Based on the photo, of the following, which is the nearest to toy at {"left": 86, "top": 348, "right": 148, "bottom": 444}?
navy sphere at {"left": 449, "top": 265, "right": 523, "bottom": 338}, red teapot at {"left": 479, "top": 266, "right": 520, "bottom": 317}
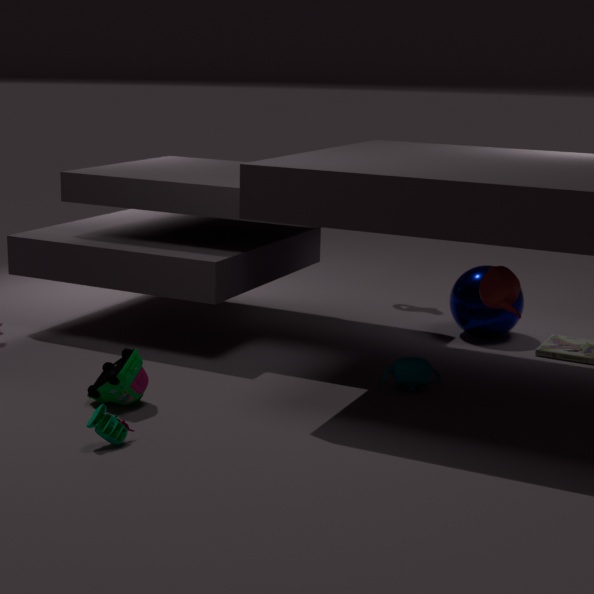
red teapot at {"left": 479, "top": 266, "right": 520, "bottom": 317}
